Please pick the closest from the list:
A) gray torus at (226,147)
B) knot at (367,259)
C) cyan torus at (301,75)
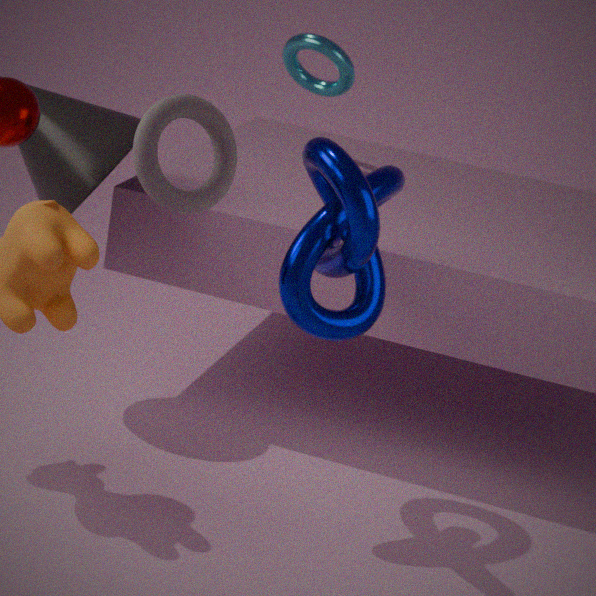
gray torus at (226,147)
